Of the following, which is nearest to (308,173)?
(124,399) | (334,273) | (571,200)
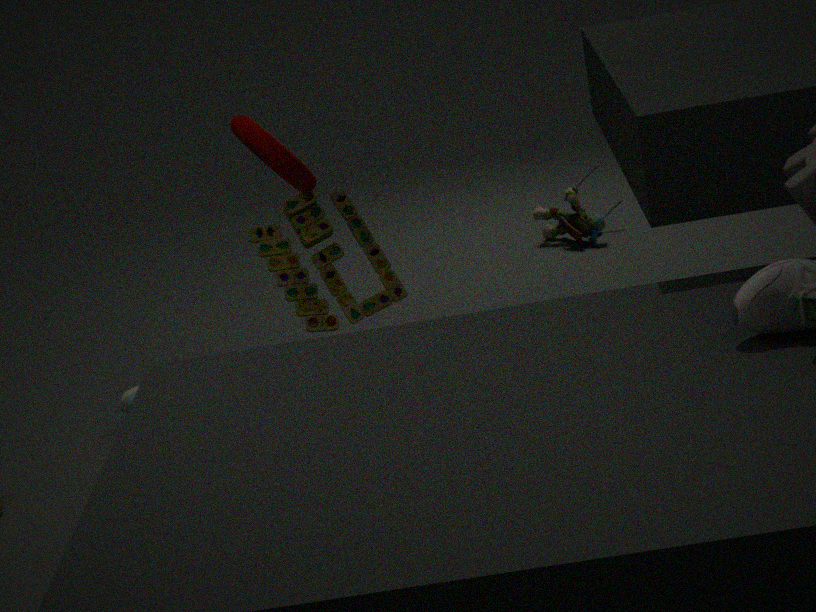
(334,273)
